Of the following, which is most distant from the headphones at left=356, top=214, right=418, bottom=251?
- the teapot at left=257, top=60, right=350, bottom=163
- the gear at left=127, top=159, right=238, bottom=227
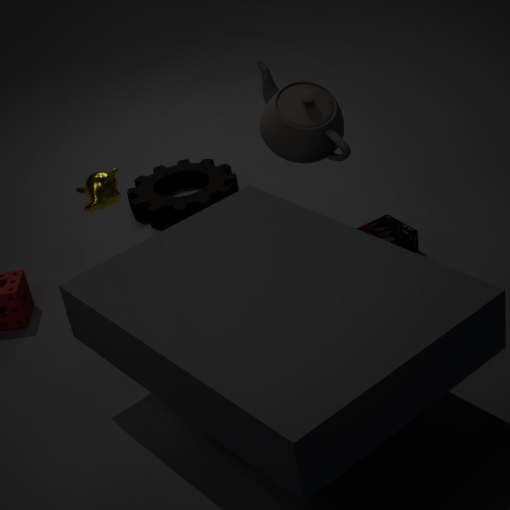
the gear at left=127, top=159, right=238, bottom=227
